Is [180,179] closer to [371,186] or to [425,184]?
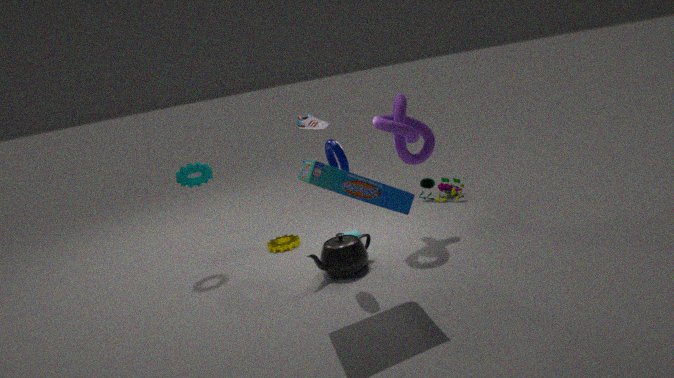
[371,186]
